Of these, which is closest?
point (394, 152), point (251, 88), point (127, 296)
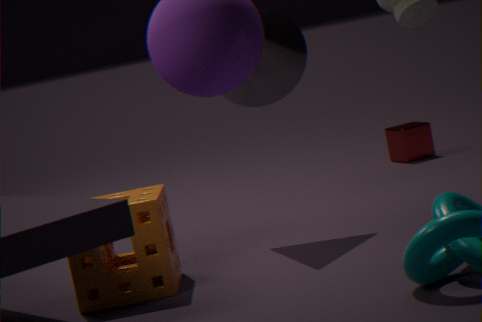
point (127, 296)
